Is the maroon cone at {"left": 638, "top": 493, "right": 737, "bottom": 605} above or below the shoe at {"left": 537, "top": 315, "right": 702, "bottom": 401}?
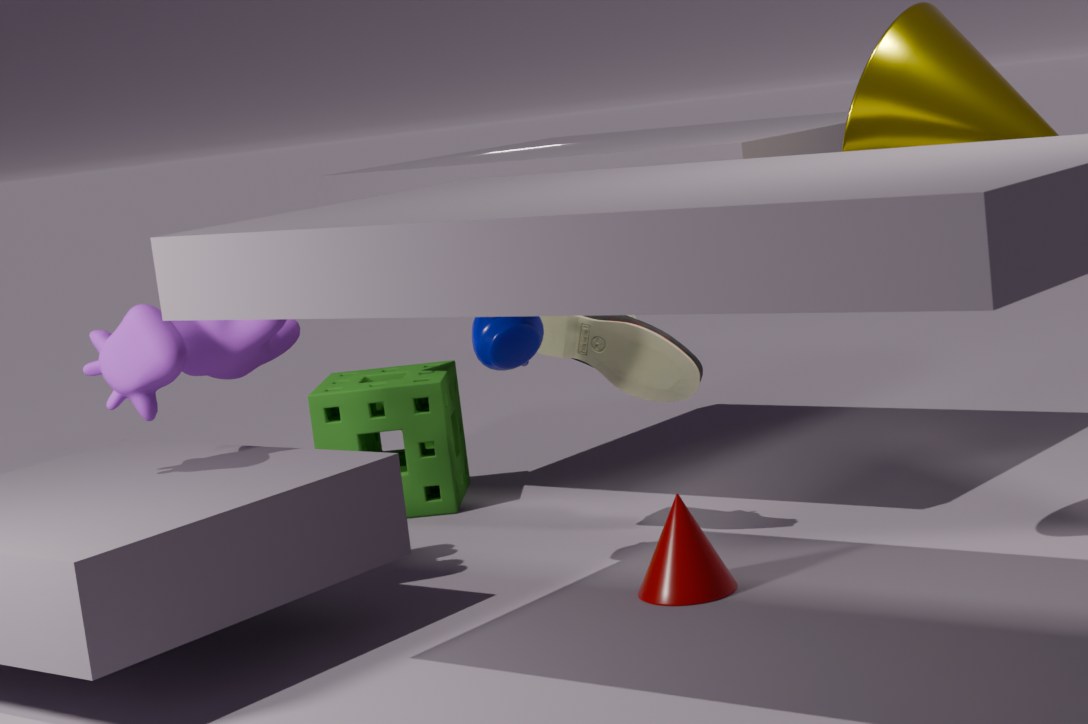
below
